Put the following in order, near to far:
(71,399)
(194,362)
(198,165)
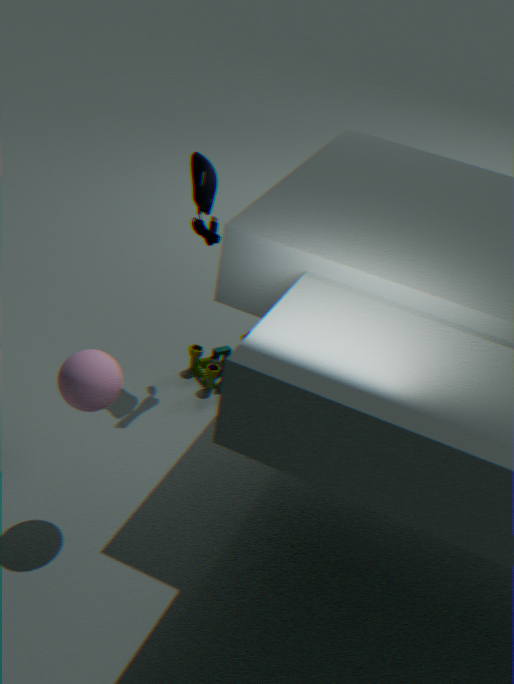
(71,399) → (198,165) → (194,362)
